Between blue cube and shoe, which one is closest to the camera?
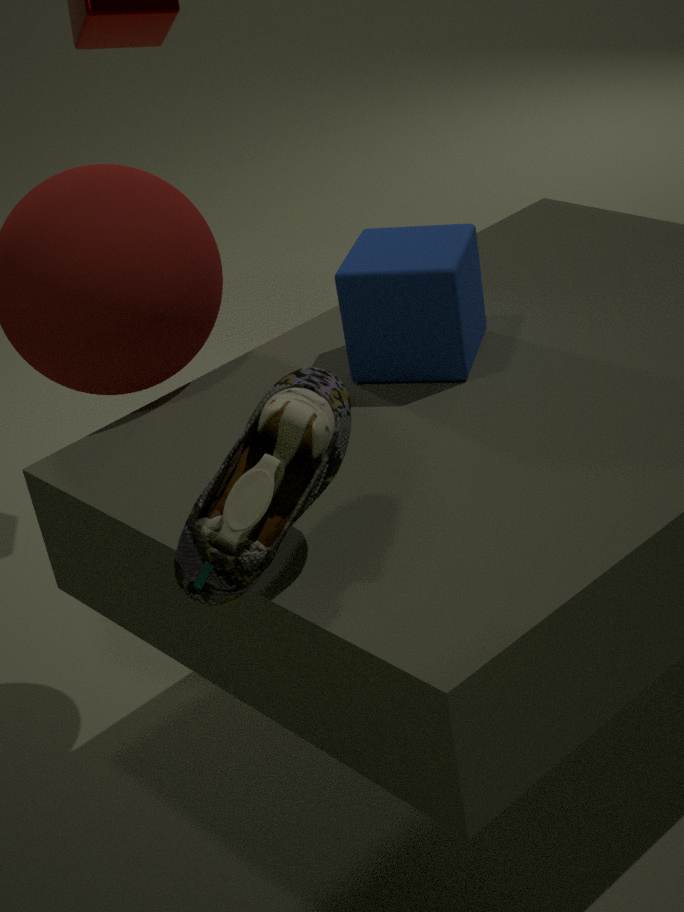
shoe
